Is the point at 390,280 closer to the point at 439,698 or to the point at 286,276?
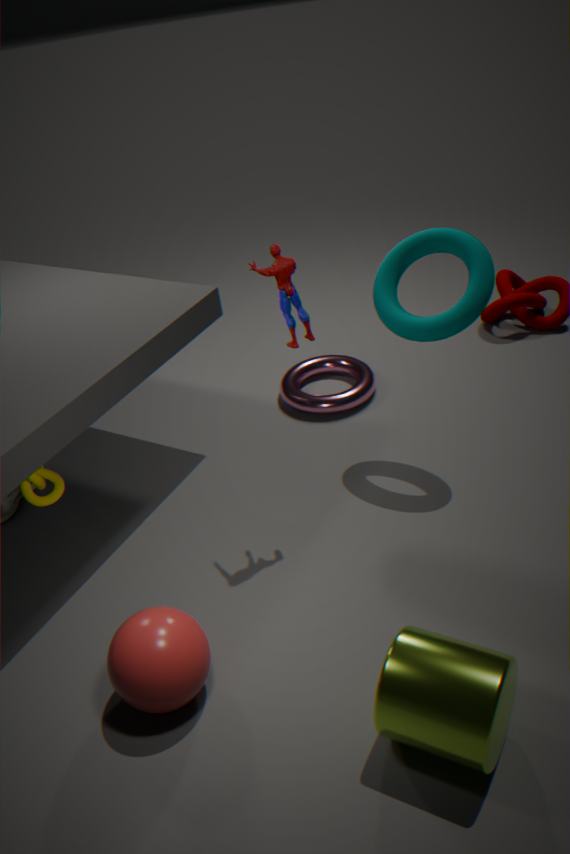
the point at 286,276
